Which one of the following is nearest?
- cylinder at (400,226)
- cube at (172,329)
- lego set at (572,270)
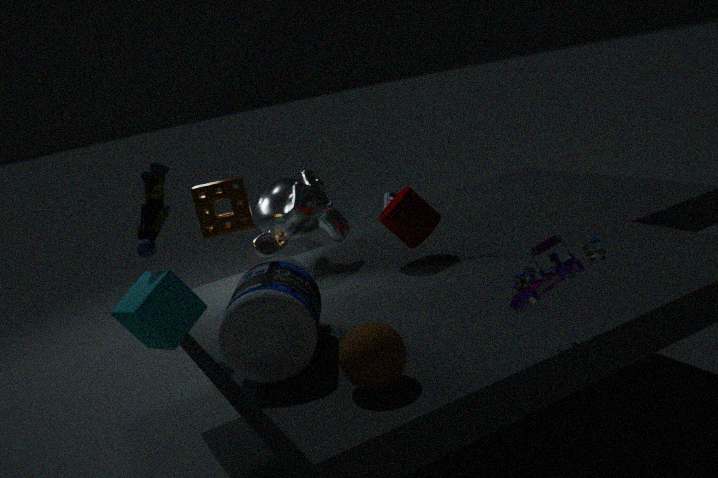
lego set at (572,270)
